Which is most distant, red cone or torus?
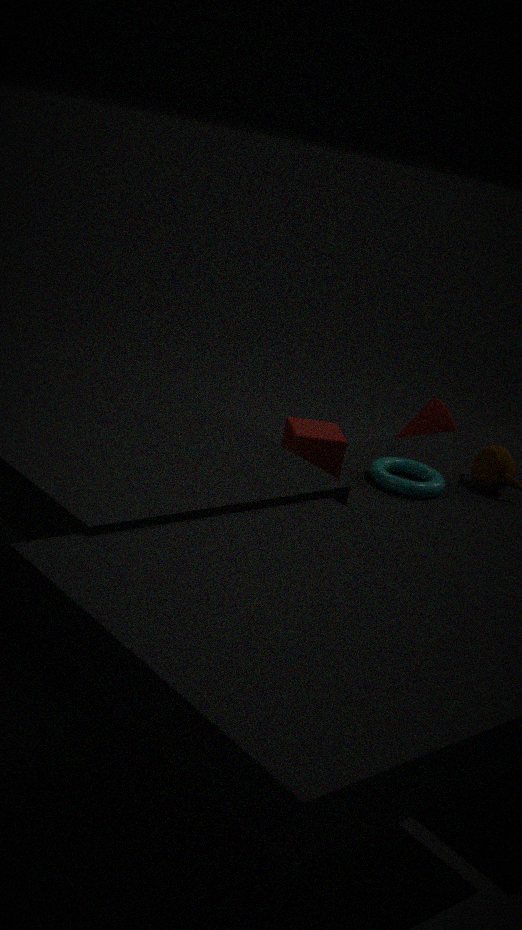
red cone
